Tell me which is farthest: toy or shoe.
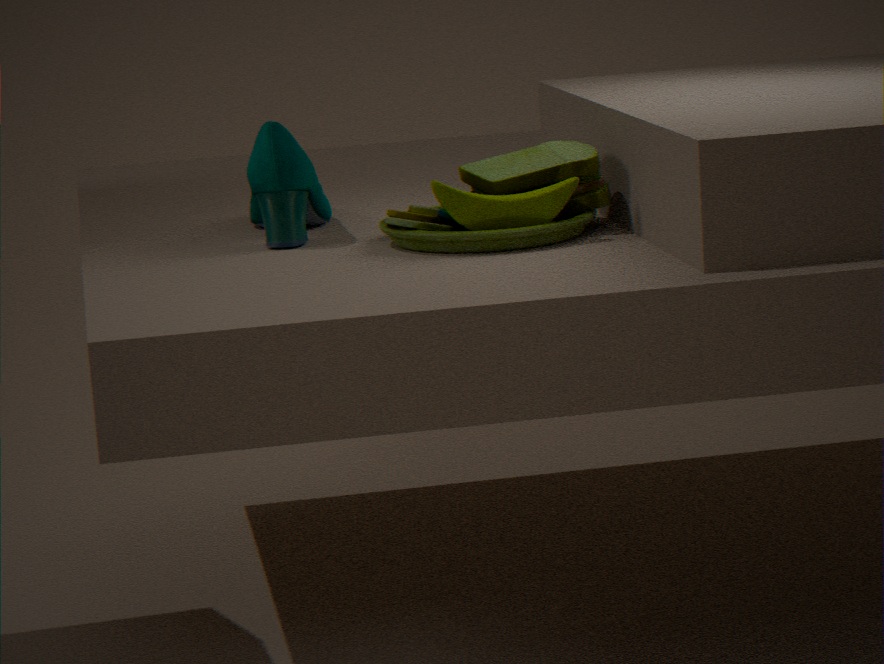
shoe
